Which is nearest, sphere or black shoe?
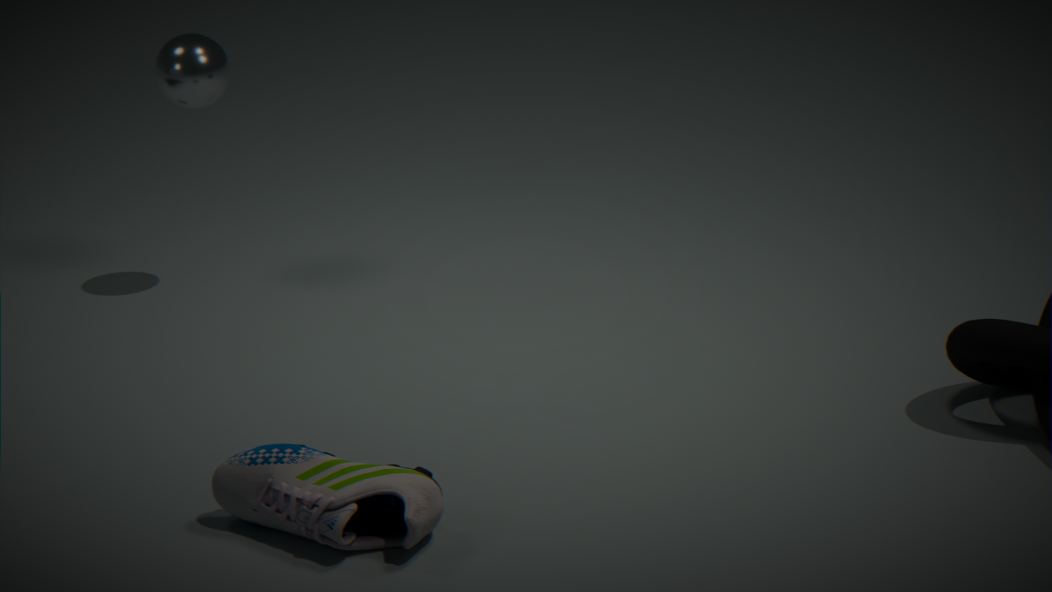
black shoe
